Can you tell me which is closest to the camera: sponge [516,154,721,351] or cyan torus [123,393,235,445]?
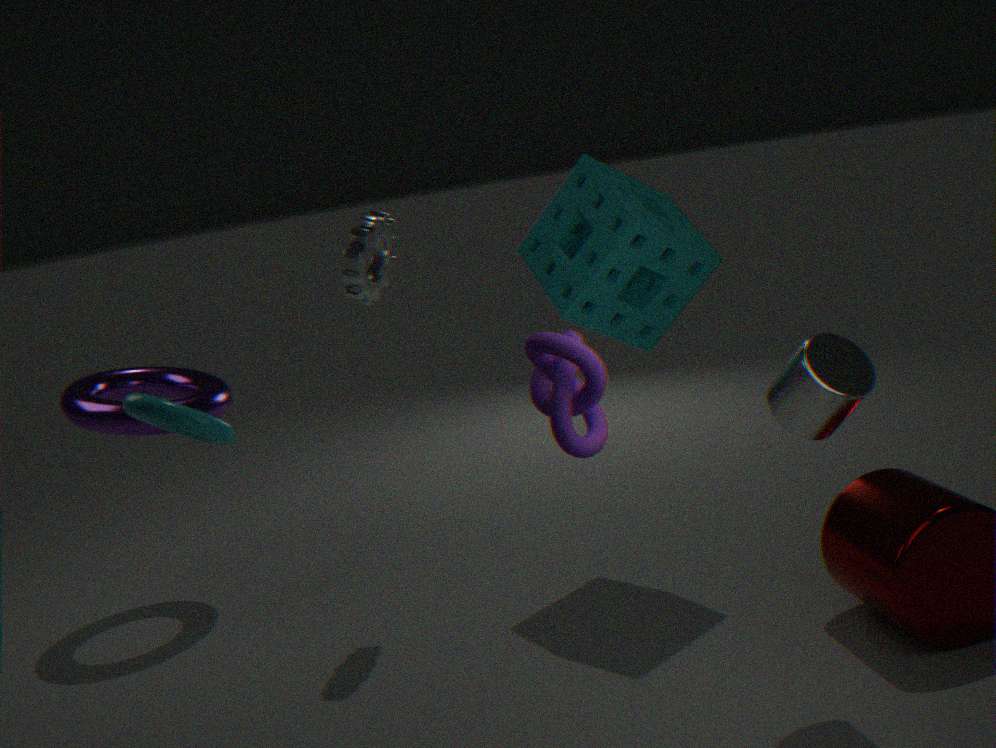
cyan torus [123,393,235,445]
